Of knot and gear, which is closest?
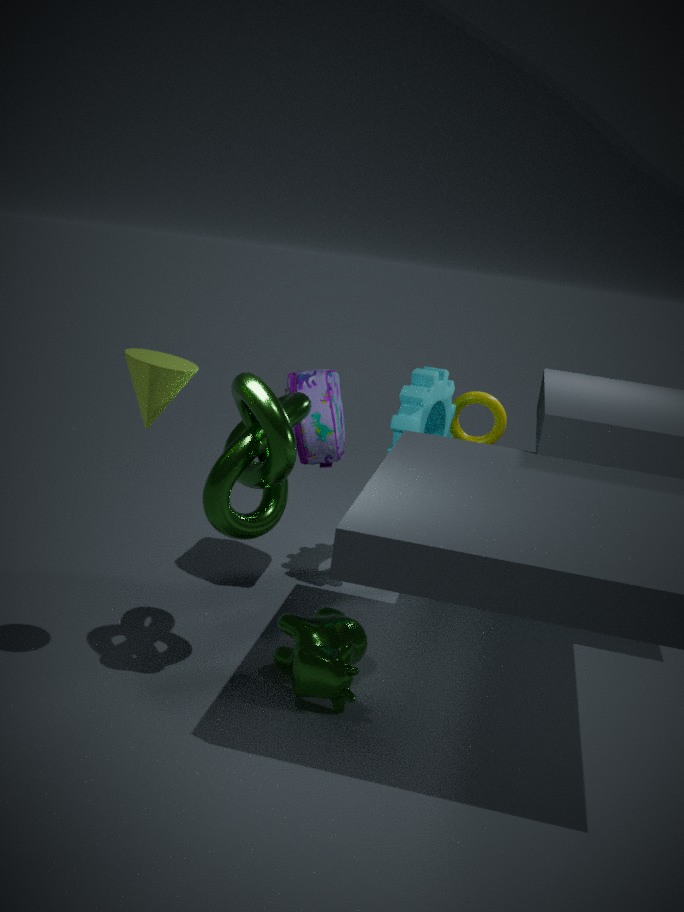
knot
